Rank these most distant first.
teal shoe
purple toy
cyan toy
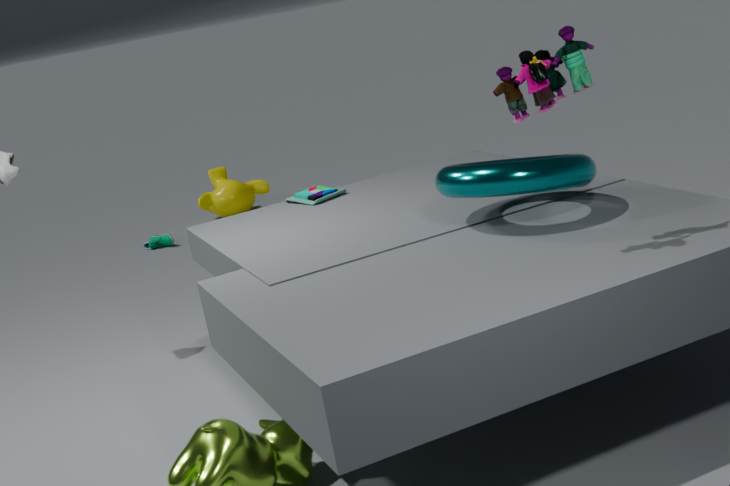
1. teal shoe
2. cyan toy
3. purple toy
